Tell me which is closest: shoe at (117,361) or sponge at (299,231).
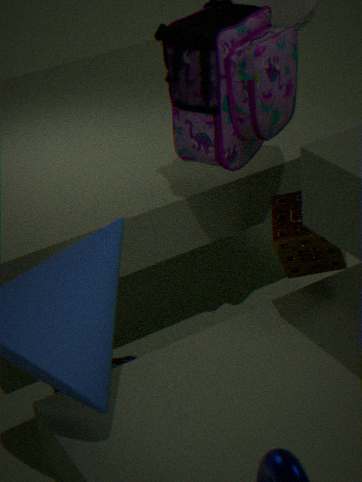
sponge at (299,231)
